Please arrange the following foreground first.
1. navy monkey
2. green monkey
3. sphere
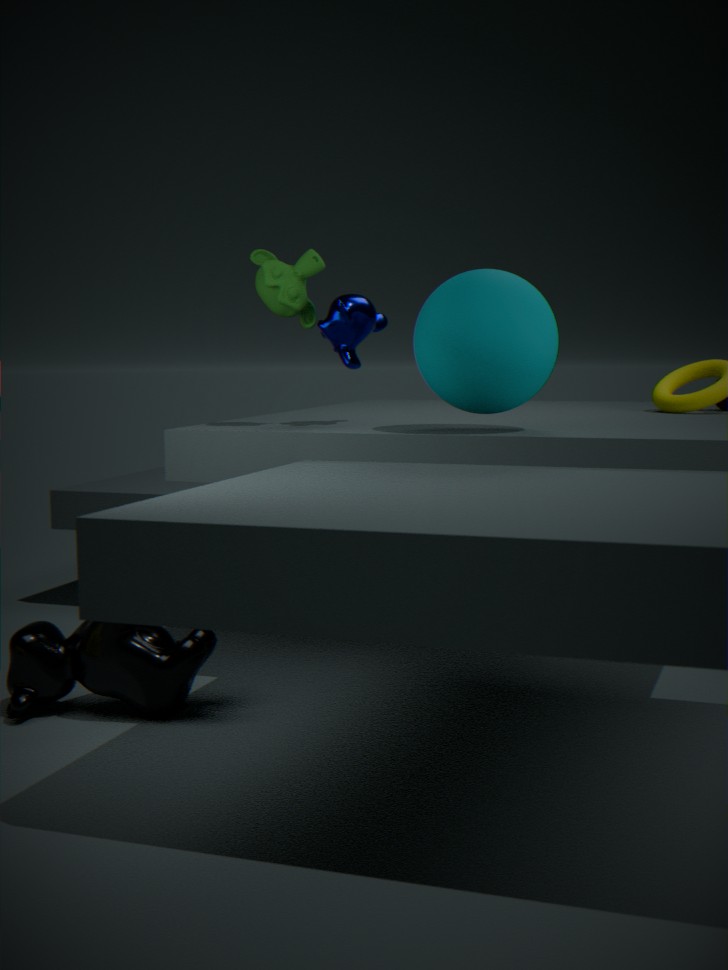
sphere, green monkey, navy monkey
